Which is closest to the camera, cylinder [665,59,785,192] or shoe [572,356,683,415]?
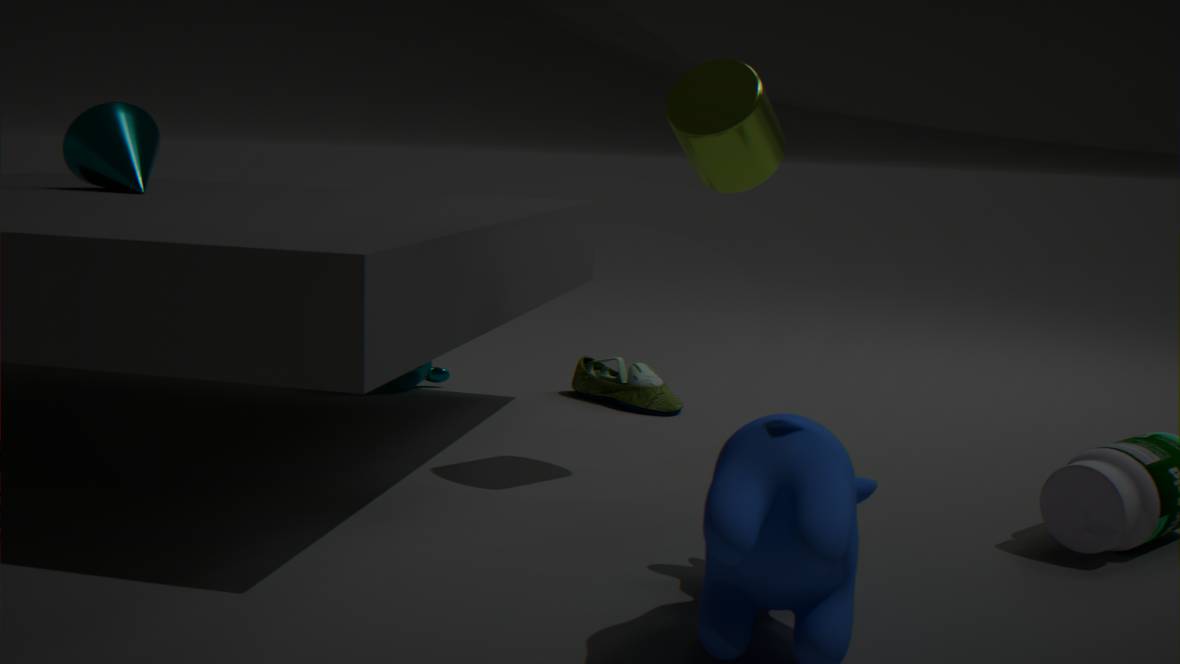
cylinder [665,59,785,192]
